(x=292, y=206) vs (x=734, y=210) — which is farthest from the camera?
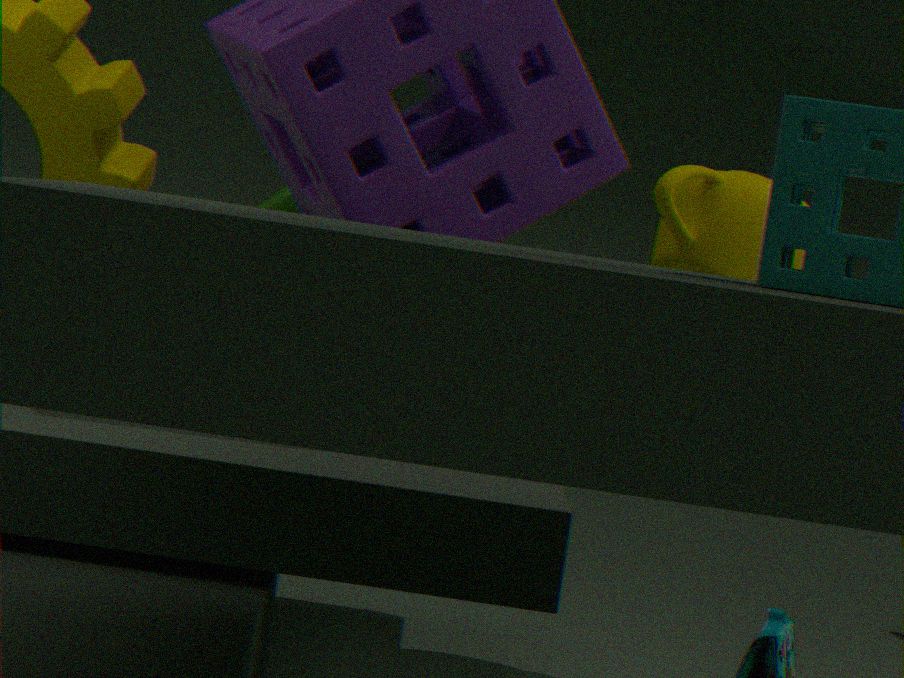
(x=734, y=210)
